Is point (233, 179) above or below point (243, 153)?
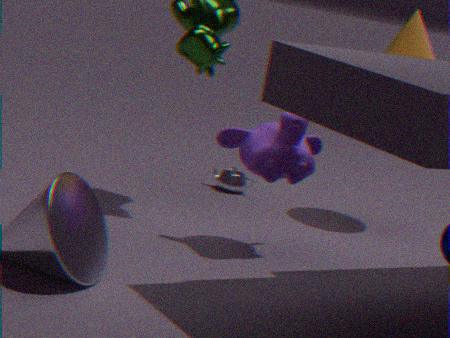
below
